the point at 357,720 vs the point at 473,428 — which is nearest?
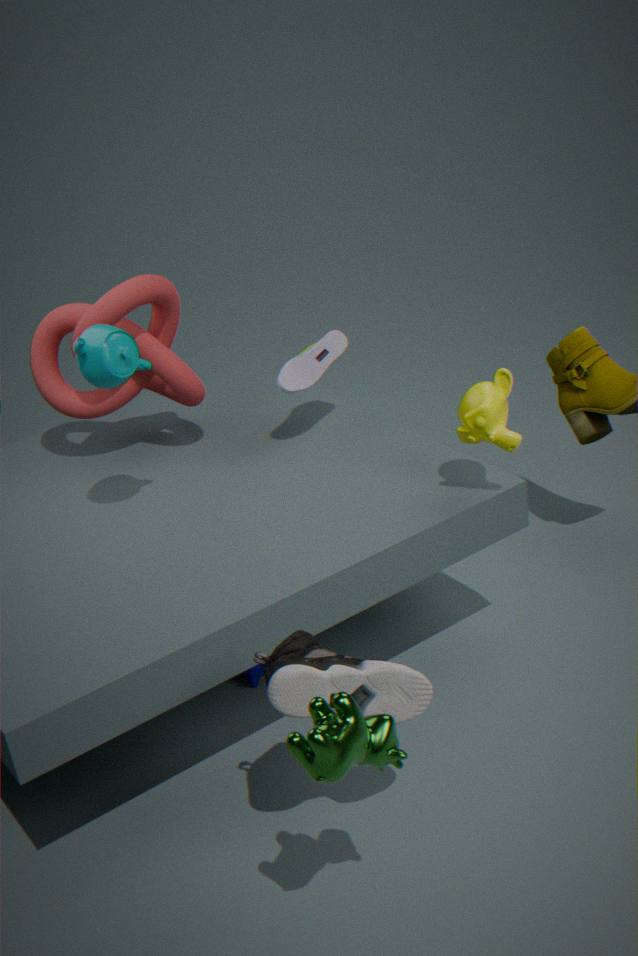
the point at 357,720
